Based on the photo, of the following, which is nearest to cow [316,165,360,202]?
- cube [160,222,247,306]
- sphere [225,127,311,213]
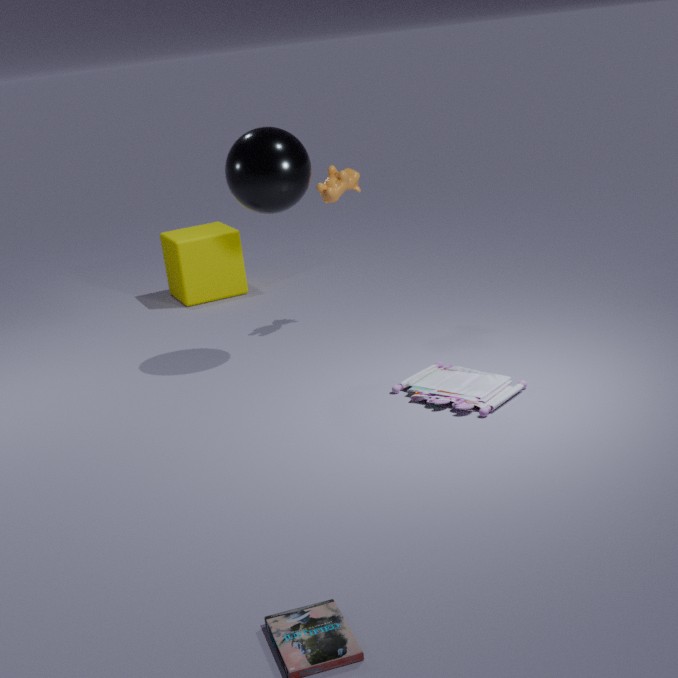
sphere [225,127,311,213]
